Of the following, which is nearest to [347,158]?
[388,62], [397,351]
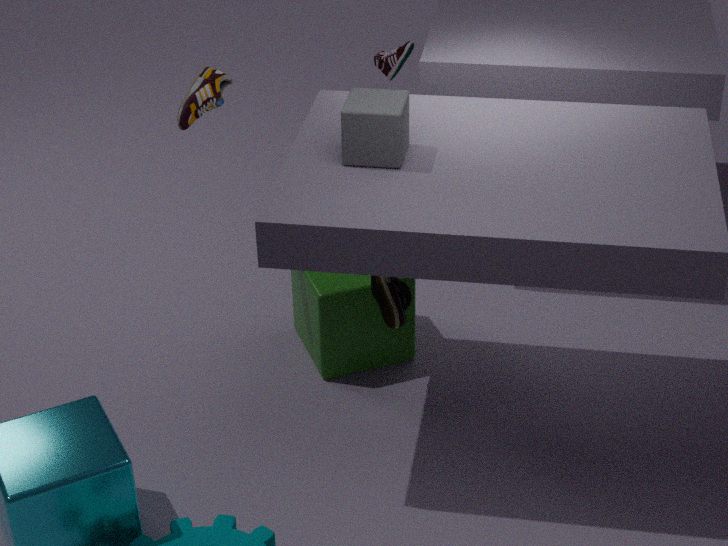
[397,351]
